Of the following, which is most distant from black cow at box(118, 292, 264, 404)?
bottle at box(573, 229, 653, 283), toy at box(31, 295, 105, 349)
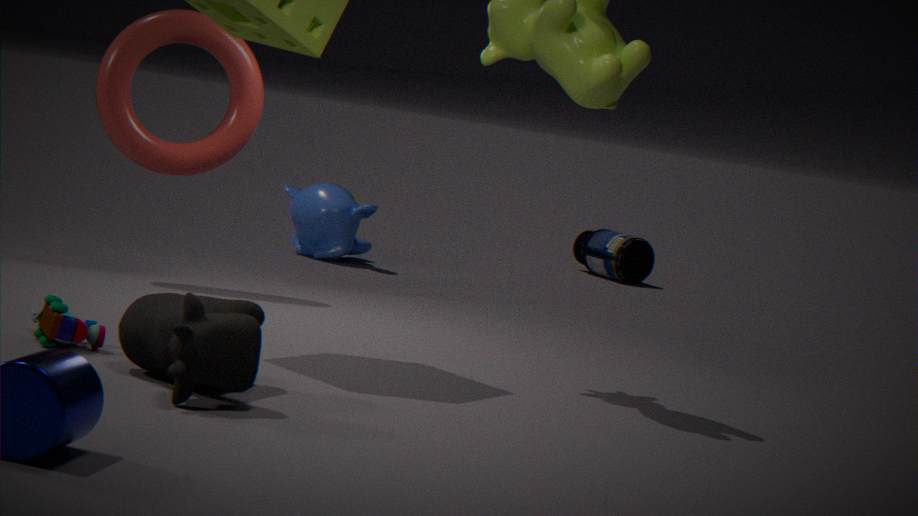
bottle at box(573, 229, 653, 283)
